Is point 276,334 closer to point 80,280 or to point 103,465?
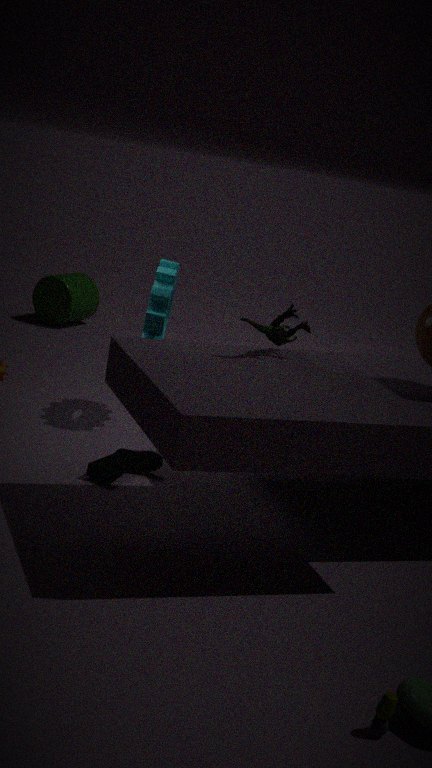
point 103,465
